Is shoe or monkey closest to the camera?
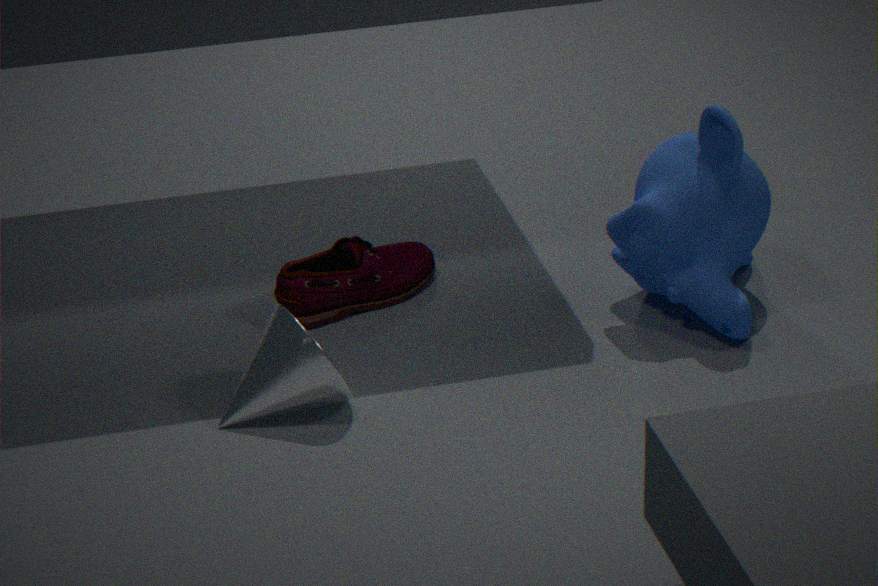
monkey
